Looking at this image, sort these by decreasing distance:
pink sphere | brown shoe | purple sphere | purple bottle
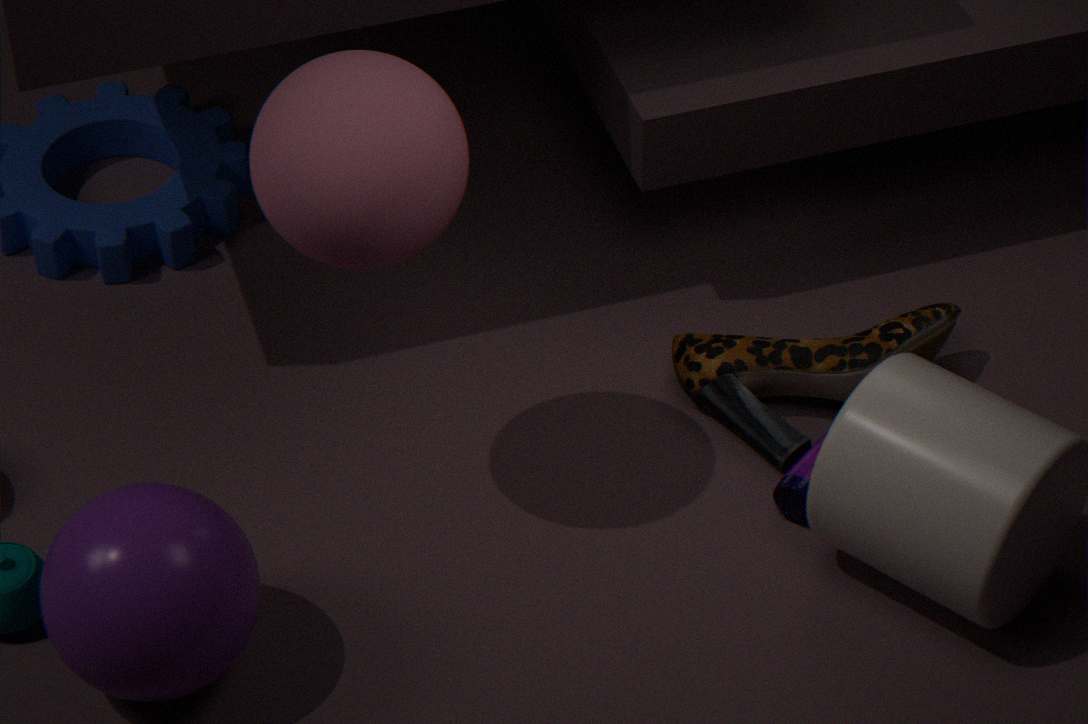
1. brown shoe
2. purple bottle
3. purple sphere
4. pink sphere
